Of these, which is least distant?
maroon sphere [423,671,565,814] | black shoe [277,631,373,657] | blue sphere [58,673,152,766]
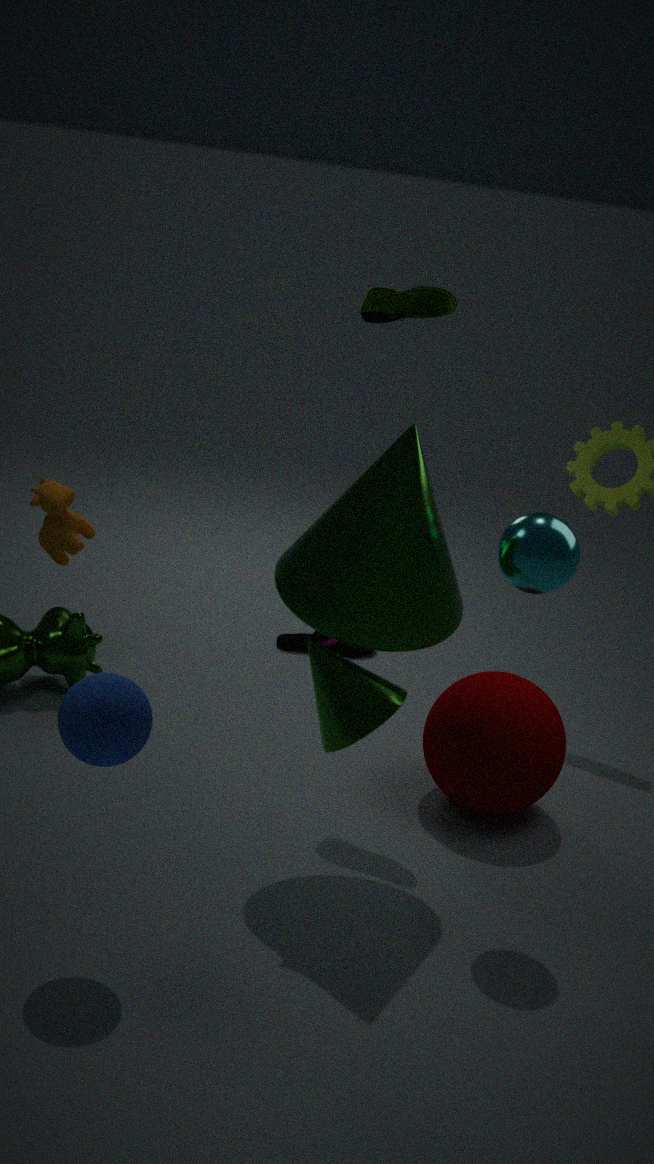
blue sphere [58,673,152,766]
